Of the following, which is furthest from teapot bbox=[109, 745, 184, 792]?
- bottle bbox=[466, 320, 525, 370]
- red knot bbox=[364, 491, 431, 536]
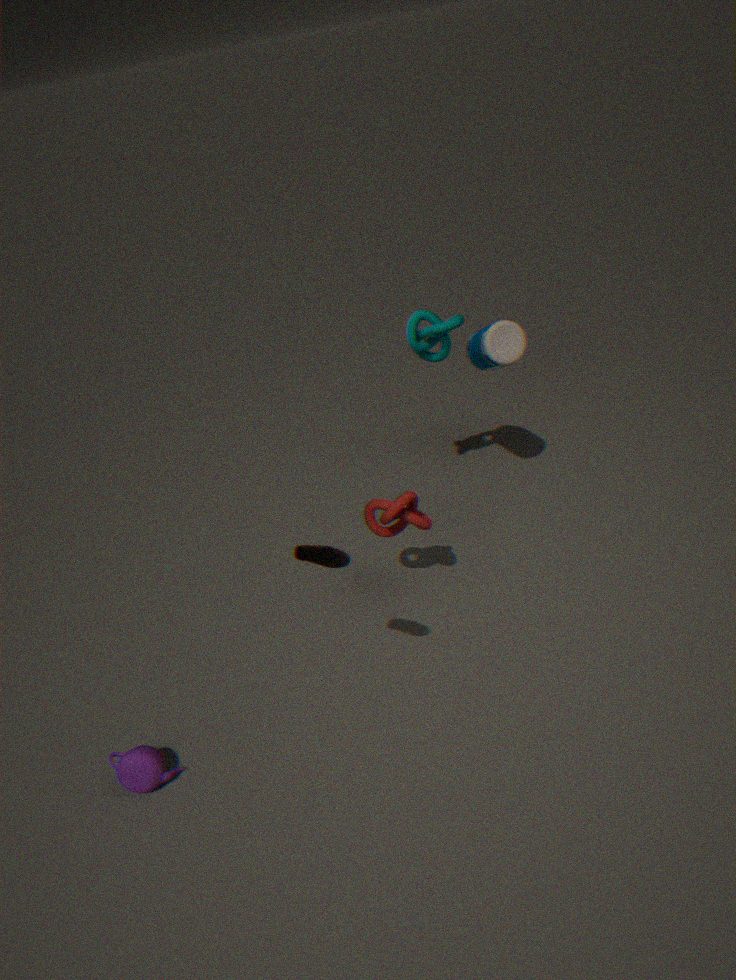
bottle bbox=[466, 320, 525, 370]
